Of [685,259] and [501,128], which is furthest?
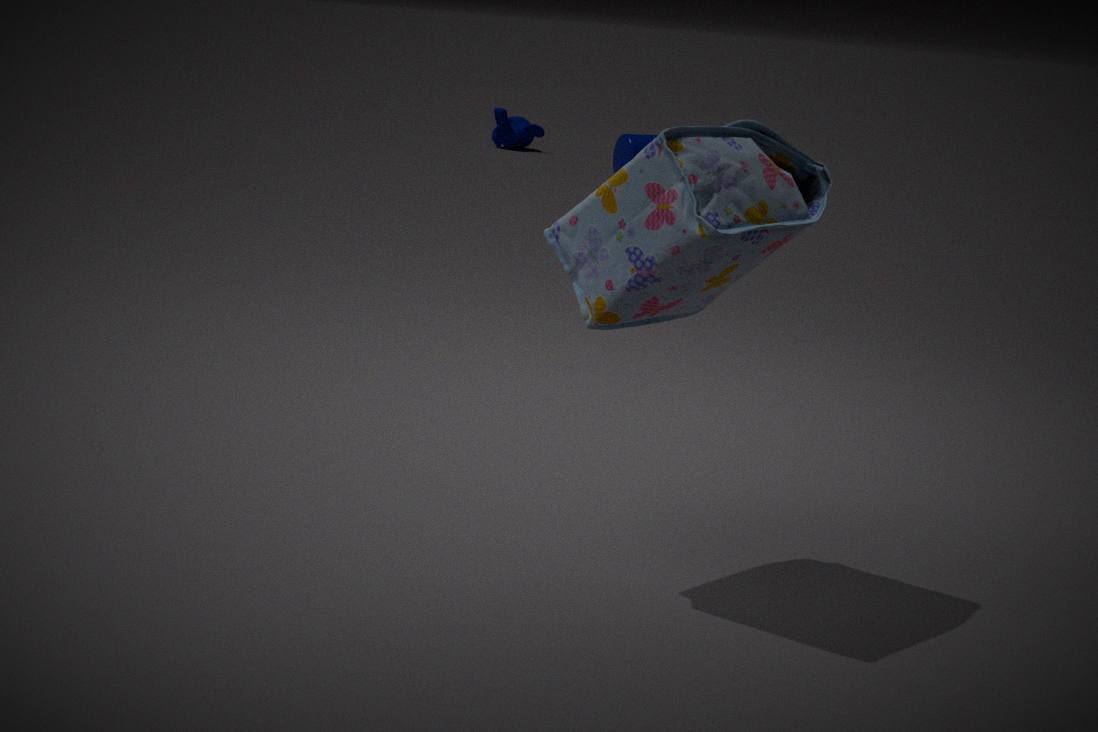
[501,128]
